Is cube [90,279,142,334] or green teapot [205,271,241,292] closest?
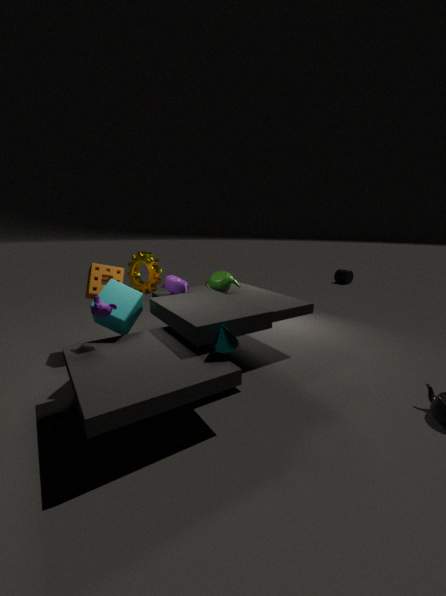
cube [90,279,142,334]
